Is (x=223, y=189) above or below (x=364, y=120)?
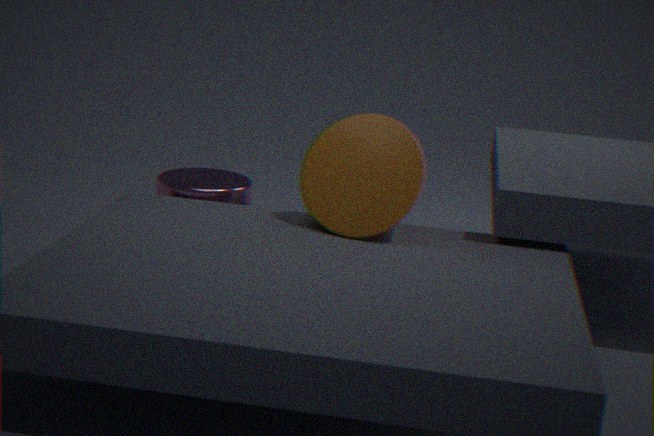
below
